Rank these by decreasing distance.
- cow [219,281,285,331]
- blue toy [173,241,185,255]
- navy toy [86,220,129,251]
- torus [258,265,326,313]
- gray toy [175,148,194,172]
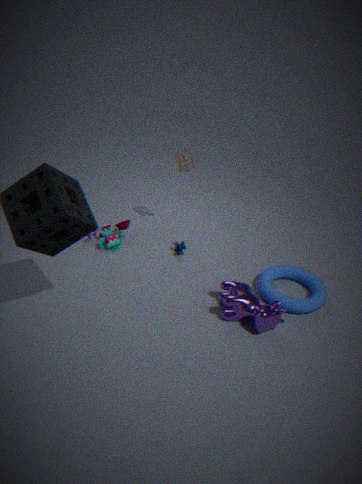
gray toy [175,148,194,172]
blue toy [173,241,185,255]
navy toy [86,220,129,251]
torus [258,265,326,313]
cow [219,281,285,331]
